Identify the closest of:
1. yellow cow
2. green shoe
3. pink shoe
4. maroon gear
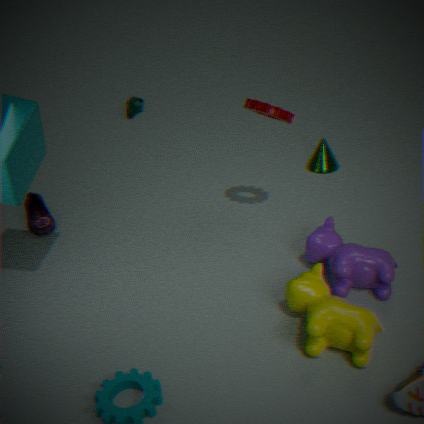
yellow cow
